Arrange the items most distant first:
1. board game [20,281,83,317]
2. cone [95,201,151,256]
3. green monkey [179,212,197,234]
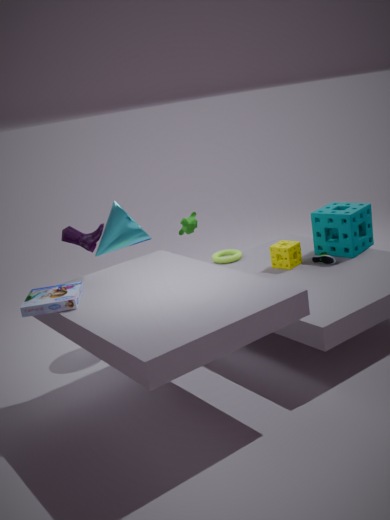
green monkey [179,212,197,234] → cone [95,201,151,256] → board game [20,281,83,317]
